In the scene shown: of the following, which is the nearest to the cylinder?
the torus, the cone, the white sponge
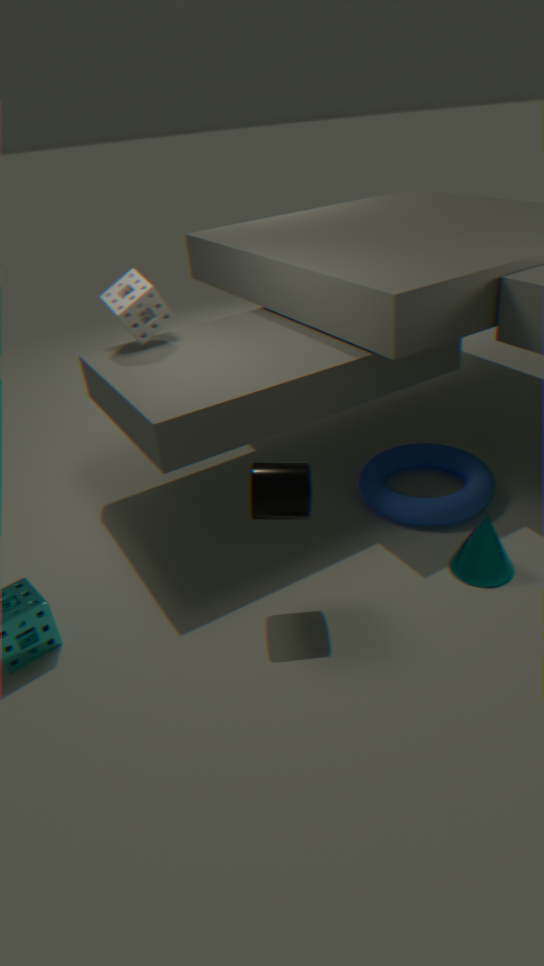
the torus
